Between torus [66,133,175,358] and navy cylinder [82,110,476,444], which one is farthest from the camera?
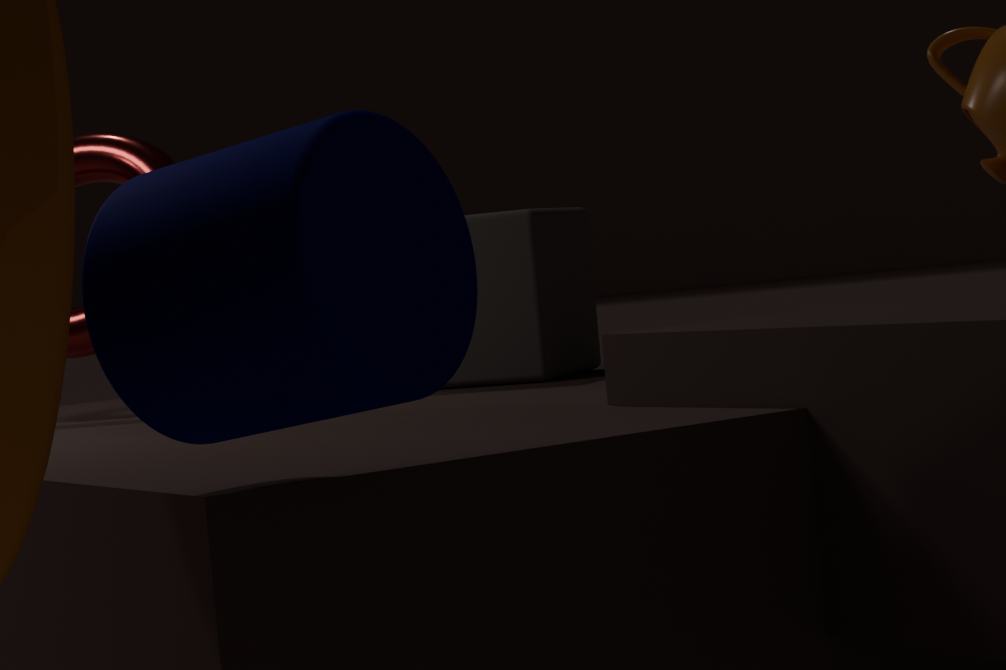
torus [66,133,175,358]
